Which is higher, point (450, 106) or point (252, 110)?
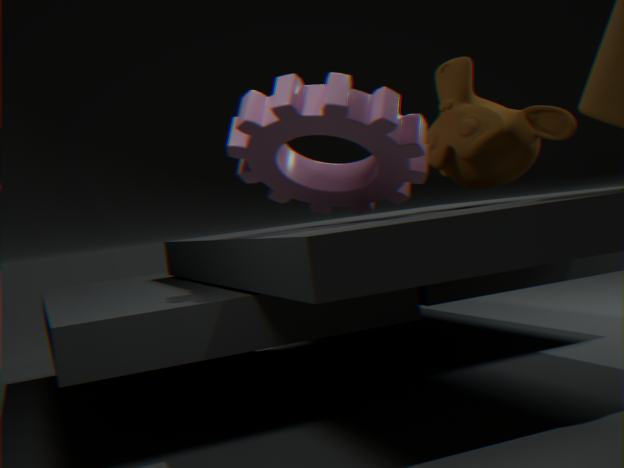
point (252, 110)
